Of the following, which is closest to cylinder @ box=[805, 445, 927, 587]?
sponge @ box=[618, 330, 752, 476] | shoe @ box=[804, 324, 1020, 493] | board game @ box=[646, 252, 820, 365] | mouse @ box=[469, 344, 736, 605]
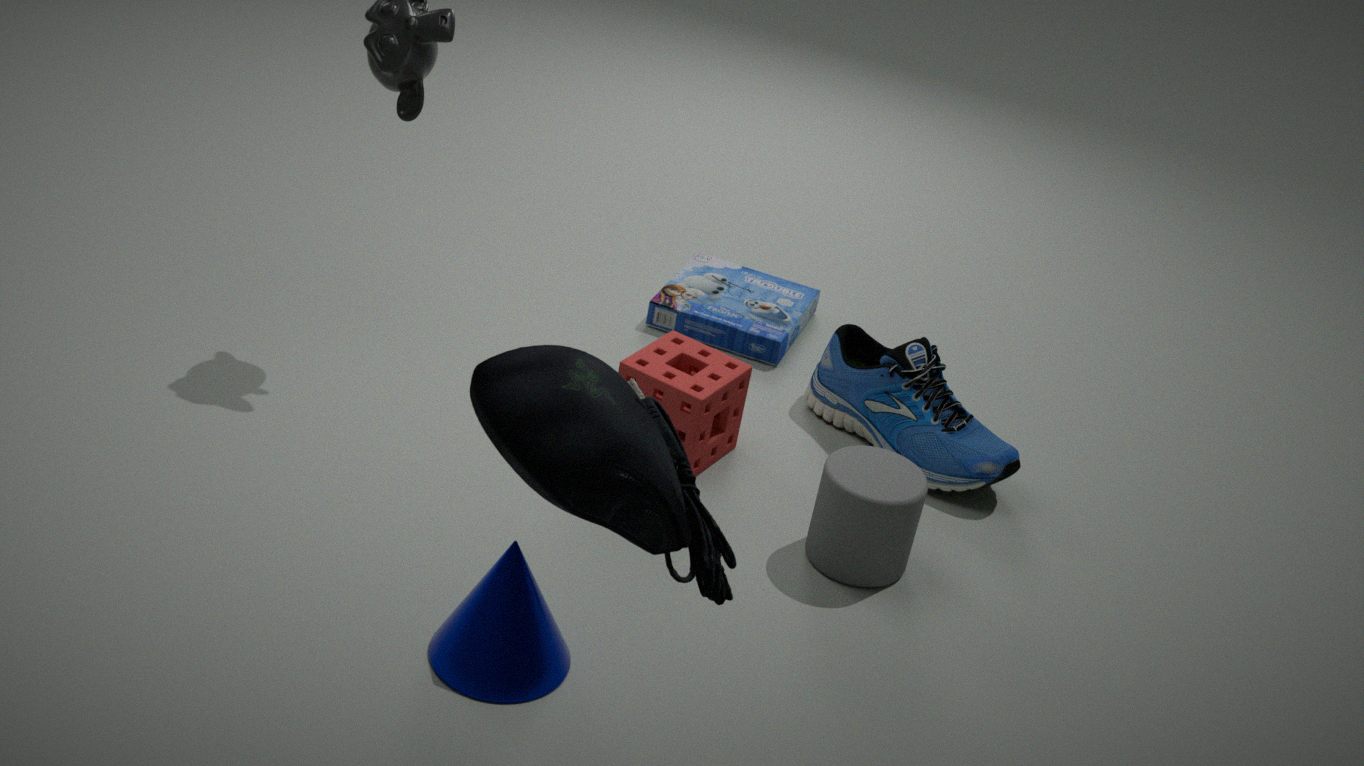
shoe @ box=[804, 324, 1020, 493]
